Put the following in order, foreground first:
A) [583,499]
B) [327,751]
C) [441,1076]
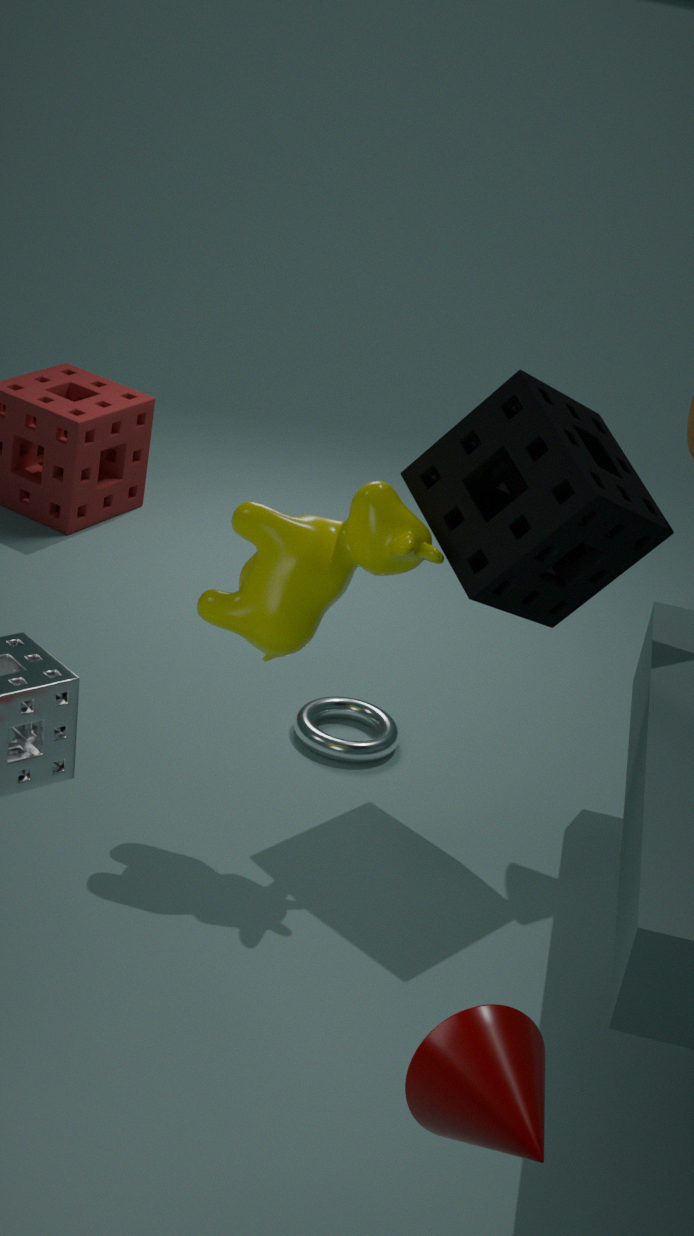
C. [441,1076]
A. [583,499]
B. [327,751]
